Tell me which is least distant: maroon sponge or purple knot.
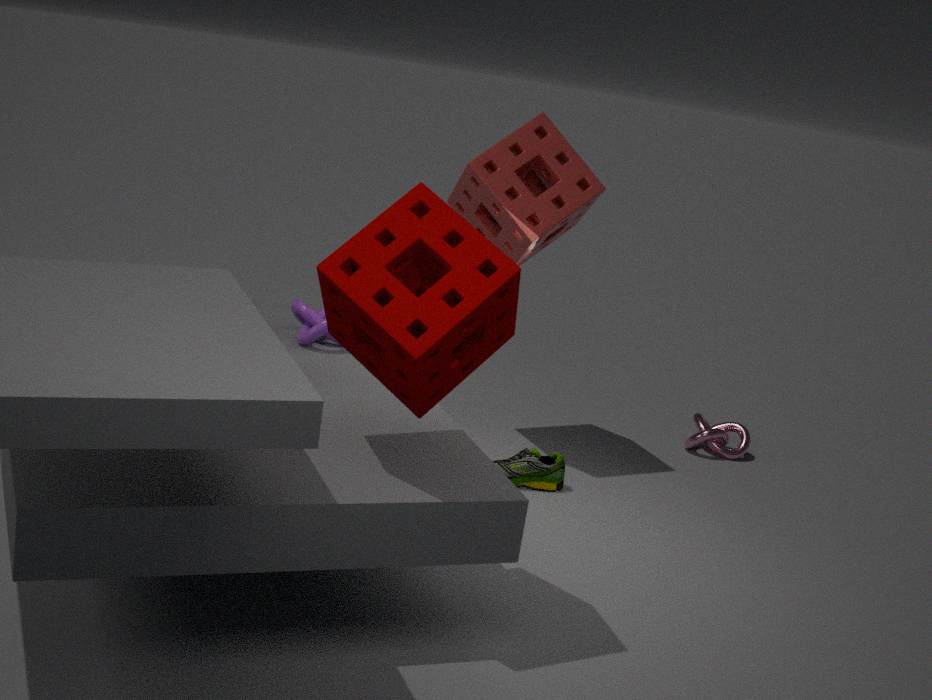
maroon sponge
